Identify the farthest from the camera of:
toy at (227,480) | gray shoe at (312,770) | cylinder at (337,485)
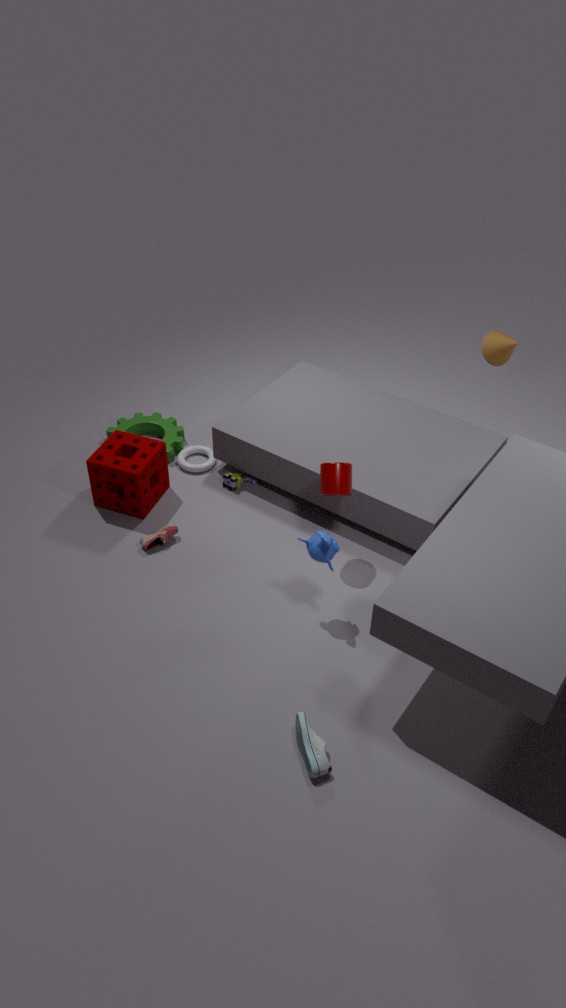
toy at (227,480)
